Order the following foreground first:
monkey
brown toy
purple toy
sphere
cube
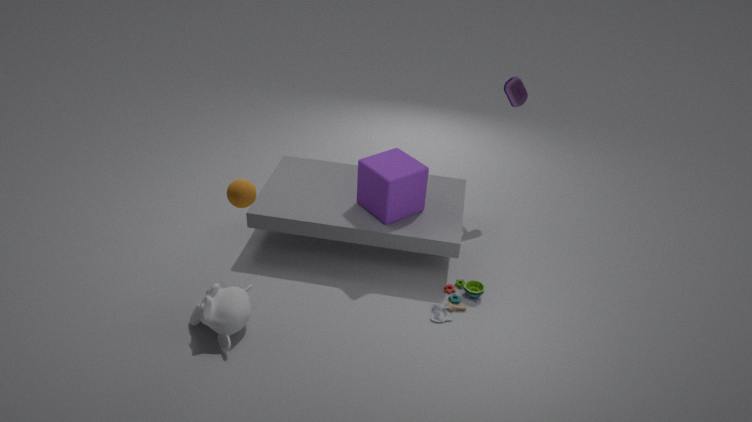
monkey → sphere → brown toy → cube → purple toy
